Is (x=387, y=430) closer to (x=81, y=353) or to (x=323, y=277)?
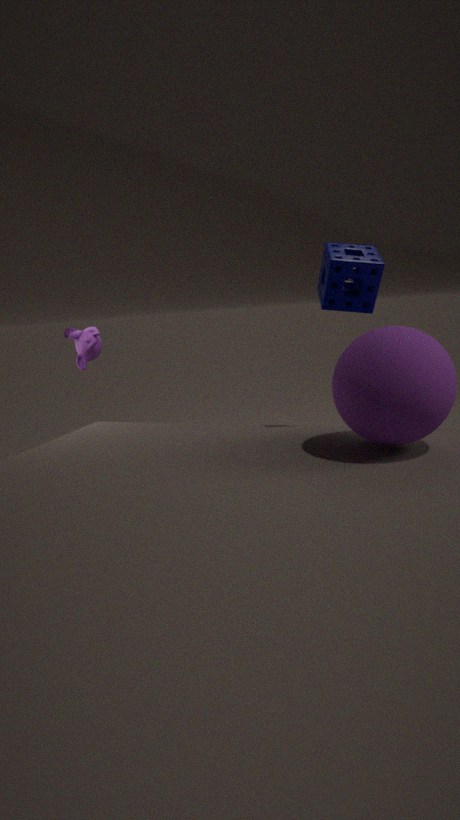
(x=323, y=277)
